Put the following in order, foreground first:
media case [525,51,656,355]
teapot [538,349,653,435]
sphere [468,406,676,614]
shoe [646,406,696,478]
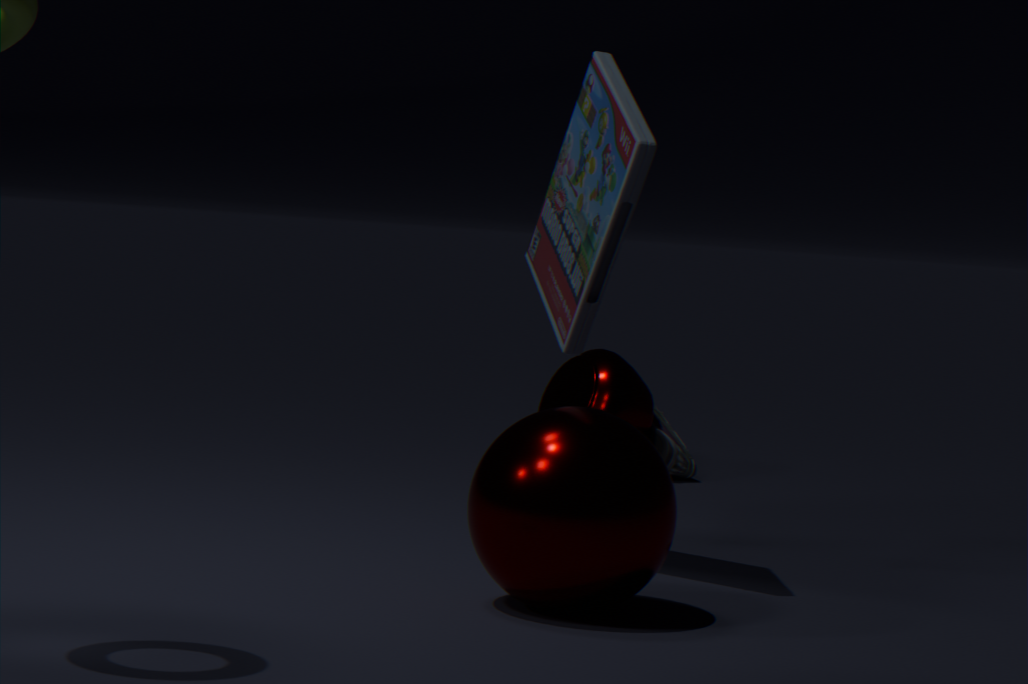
sphere [468,406,676,614], media case [525,51,656,355], teapot [538,349,653,435], shoe [646,406,696,478]
